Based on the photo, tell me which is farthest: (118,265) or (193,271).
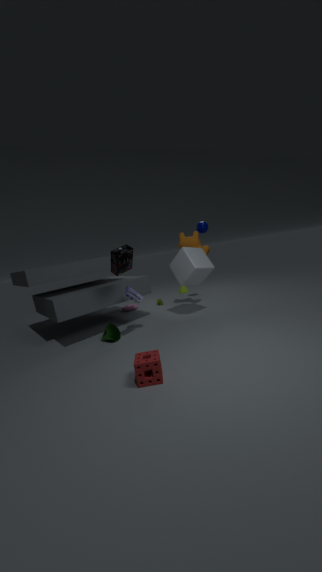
(193,271)
